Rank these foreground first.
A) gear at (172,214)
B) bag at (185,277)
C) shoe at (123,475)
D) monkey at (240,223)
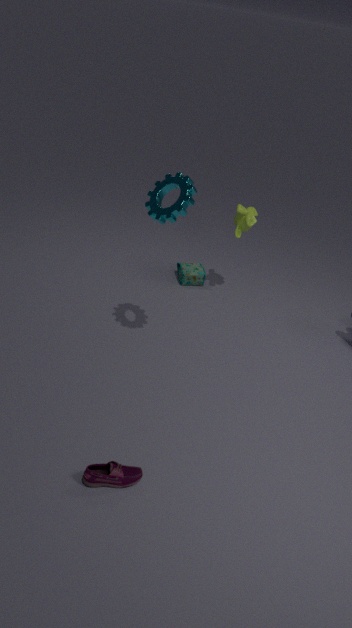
shoe at (123,475), gear at (172,214), monkey at (240,223), bag at (185,277)
